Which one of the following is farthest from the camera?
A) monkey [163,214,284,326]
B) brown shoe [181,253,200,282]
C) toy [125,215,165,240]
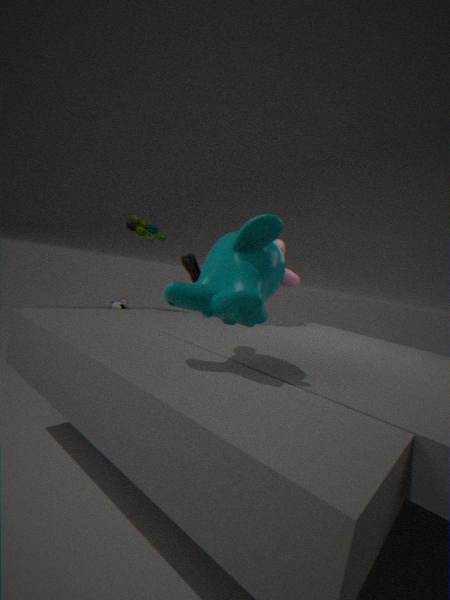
brown shoe [181,253,200,282]
